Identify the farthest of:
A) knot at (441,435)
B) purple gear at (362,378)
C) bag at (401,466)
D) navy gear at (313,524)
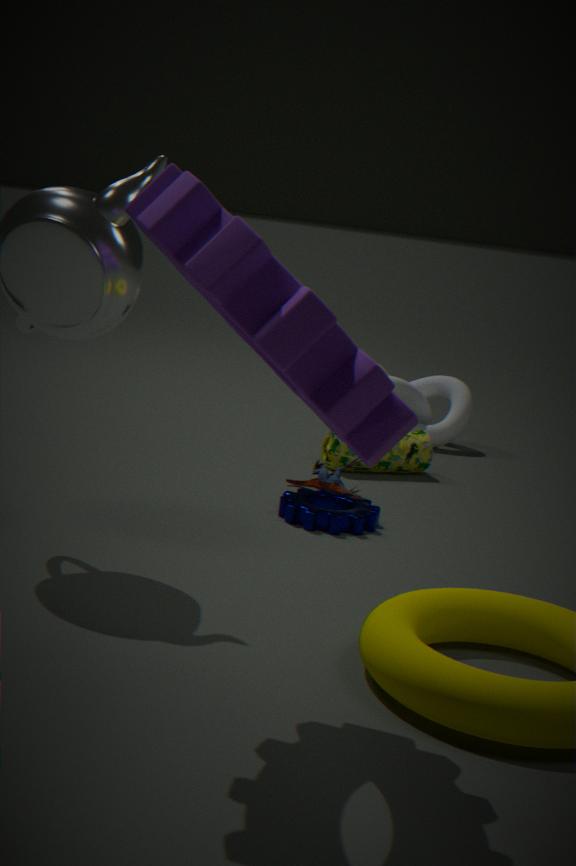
knot at (441,435)
